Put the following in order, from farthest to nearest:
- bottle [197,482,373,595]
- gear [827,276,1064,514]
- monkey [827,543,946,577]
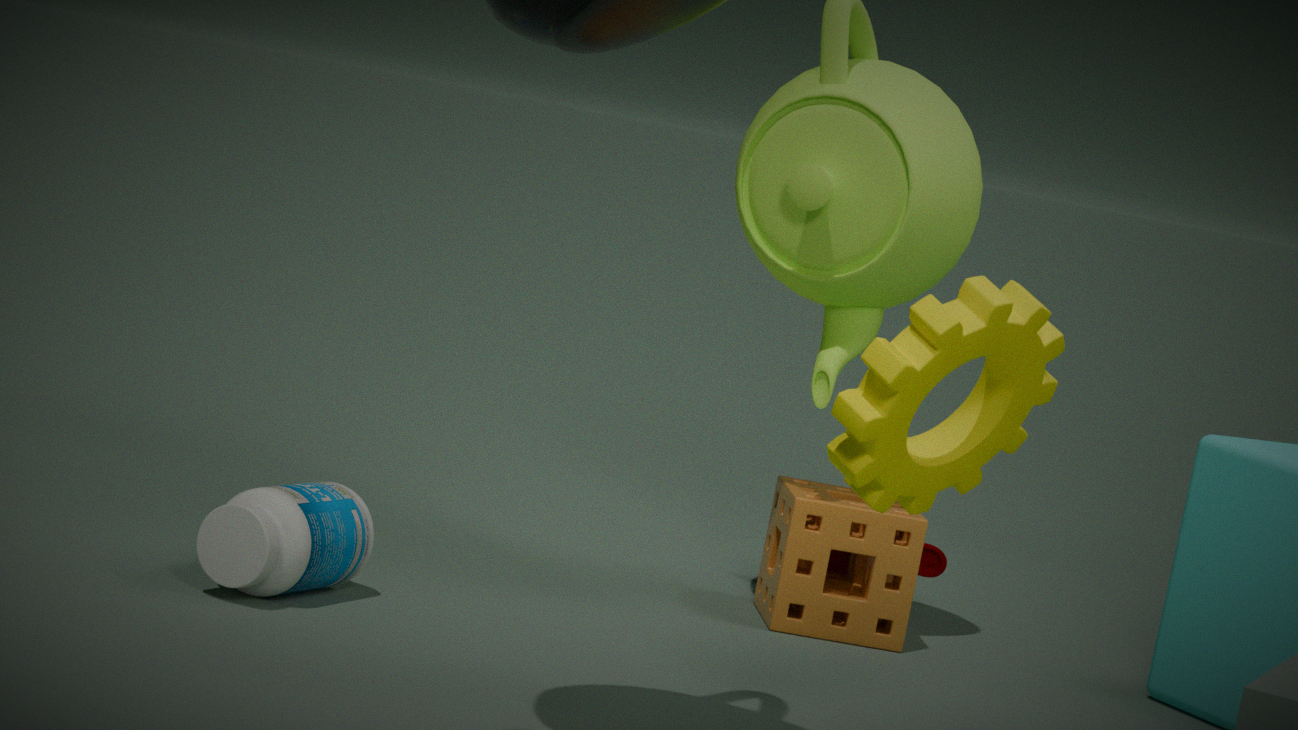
monkey [827,543,946,577] < bottle [197,482,373,595] < gear [827,276,1064,514]
